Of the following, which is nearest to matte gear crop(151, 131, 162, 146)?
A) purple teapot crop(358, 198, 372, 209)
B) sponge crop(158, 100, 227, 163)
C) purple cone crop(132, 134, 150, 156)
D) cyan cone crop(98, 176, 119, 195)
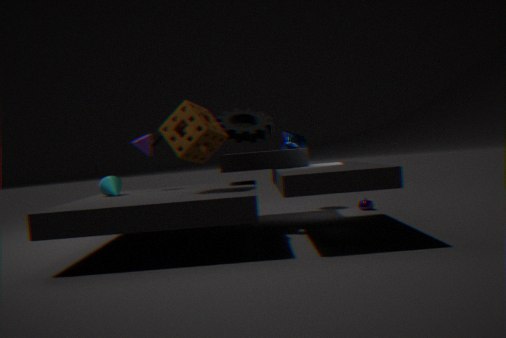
purple cone crop(132, 134, 150, 156)
